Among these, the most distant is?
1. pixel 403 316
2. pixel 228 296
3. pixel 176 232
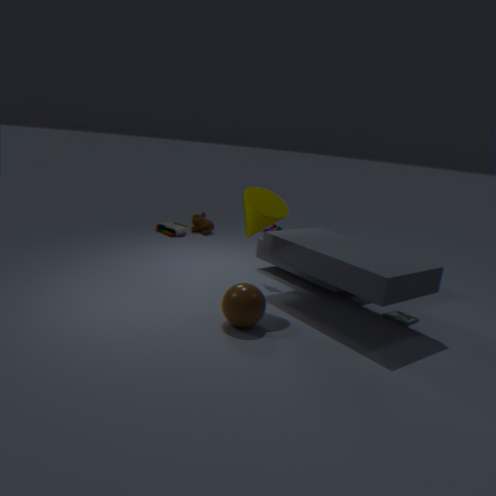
pixel 176 232
